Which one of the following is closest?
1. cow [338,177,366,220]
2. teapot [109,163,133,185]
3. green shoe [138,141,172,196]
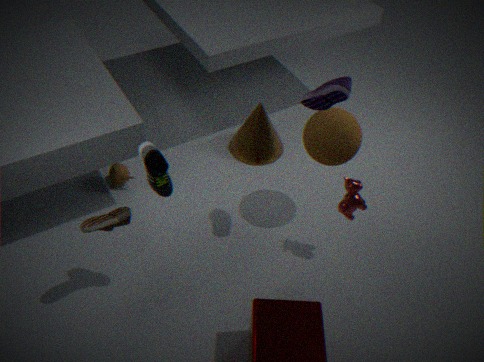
green shoe [138,141,172,196]
